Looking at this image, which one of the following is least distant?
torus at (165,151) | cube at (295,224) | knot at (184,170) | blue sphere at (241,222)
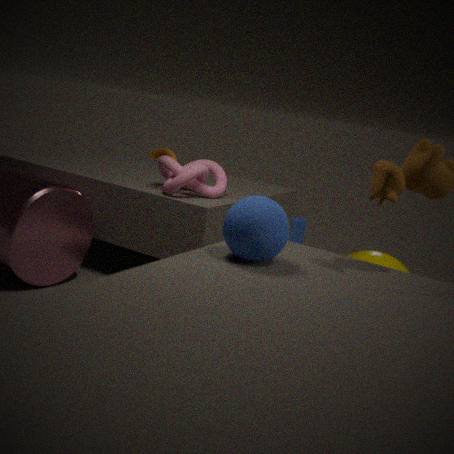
blue sphere at (241,222)
